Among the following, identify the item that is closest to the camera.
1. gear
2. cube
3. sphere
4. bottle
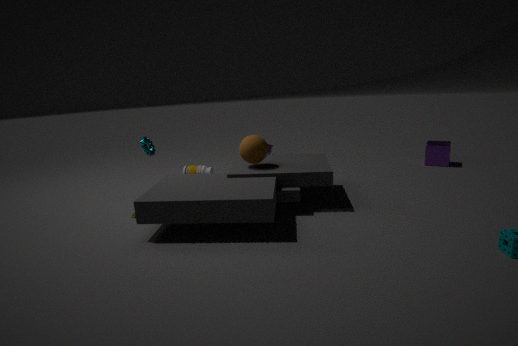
sphere
